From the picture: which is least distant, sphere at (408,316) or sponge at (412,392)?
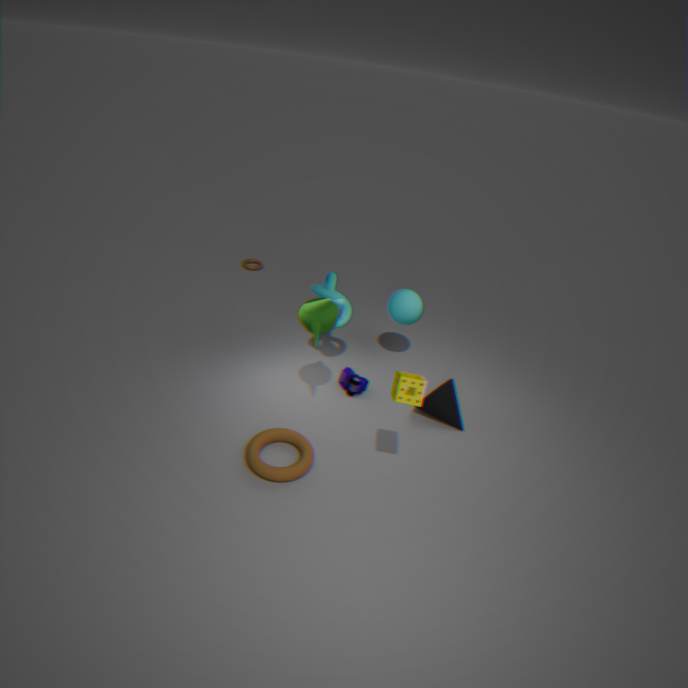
sponge at (412,392)
